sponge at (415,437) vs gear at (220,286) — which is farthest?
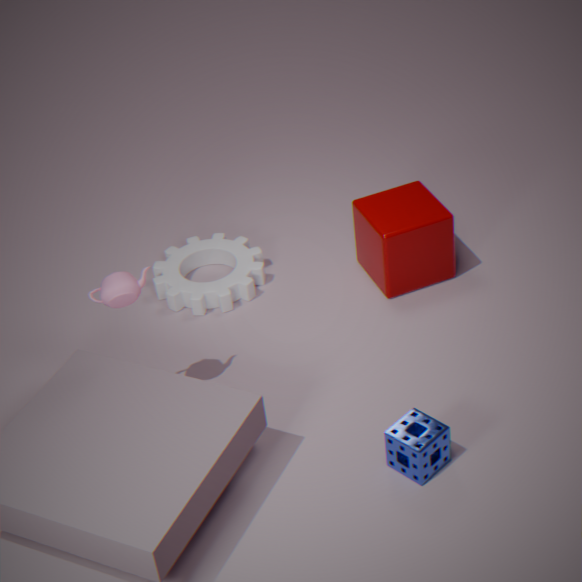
gear at (220,286)
